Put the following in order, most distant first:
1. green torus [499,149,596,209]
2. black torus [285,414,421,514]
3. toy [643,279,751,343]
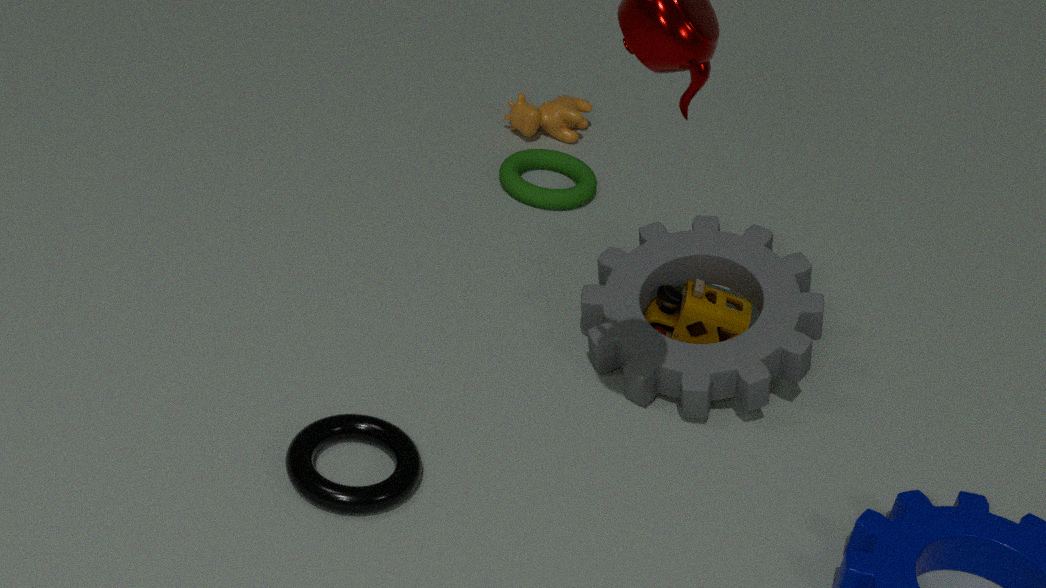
1. green torus [499,149,596,209]
2. toy [643,279,751,343]
3. black torus [285,414,421,514]
